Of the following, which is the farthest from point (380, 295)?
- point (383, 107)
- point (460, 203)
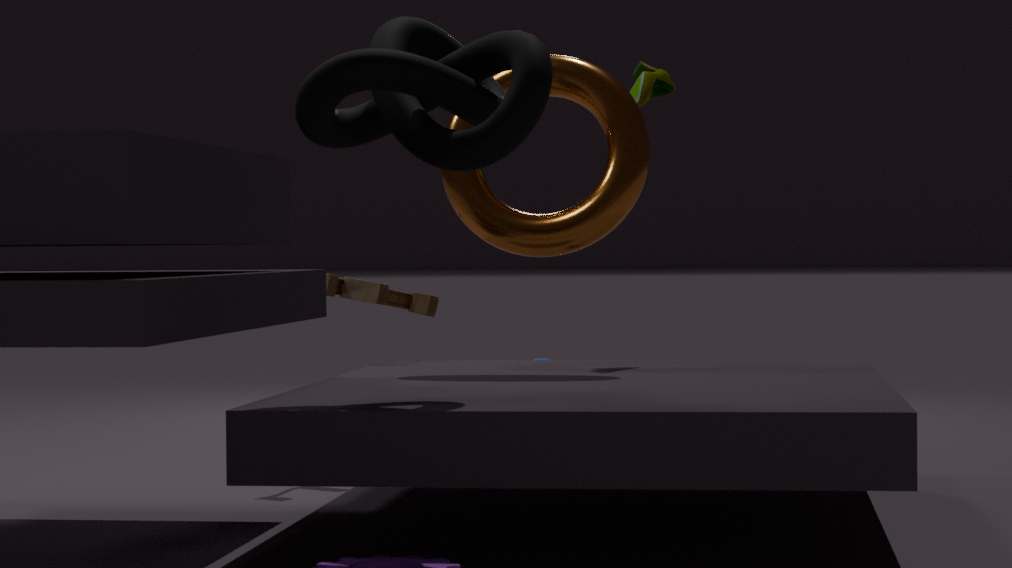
point (383, 107)
